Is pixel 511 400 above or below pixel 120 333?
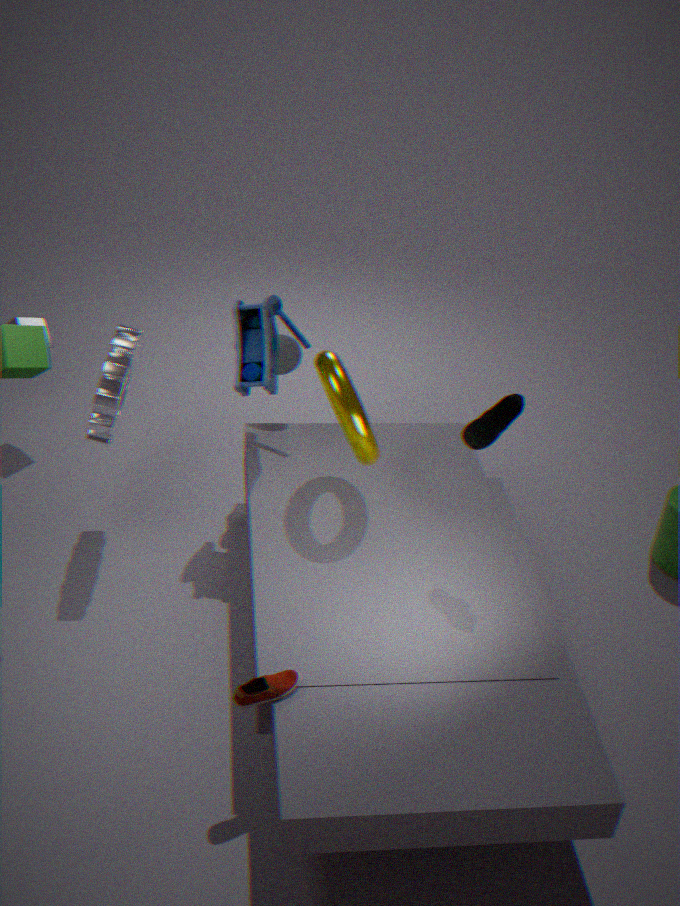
above
